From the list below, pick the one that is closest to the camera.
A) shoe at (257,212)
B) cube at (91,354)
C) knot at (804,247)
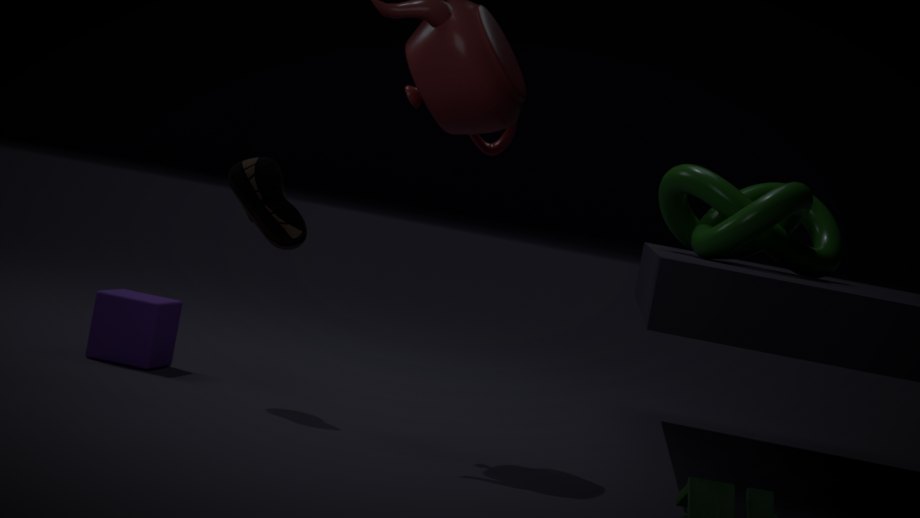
shoe at (257,212)
